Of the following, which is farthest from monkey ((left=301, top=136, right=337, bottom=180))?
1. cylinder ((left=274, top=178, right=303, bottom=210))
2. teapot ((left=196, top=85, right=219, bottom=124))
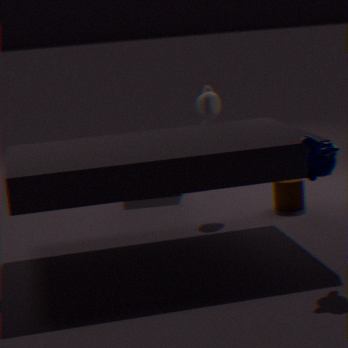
teapot ((left=196, top=85, right=219, bottom=124))
